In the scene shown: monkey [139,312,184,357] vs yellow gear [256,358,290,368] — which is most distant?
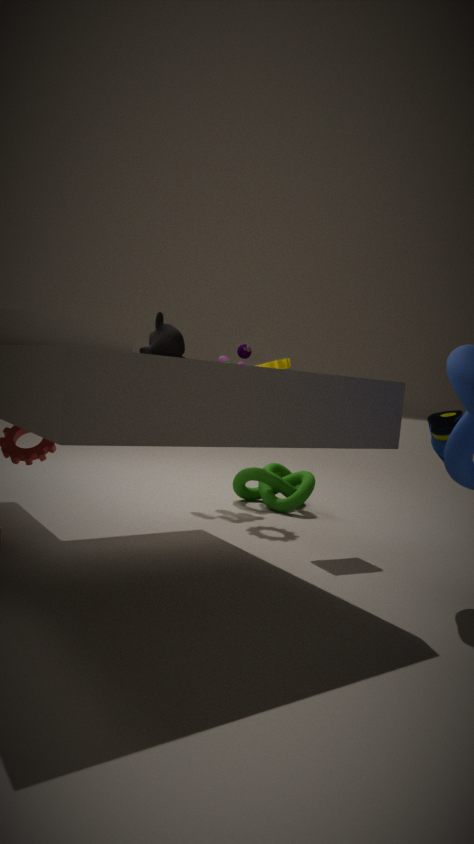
yellow gear [256,358,290,368]
